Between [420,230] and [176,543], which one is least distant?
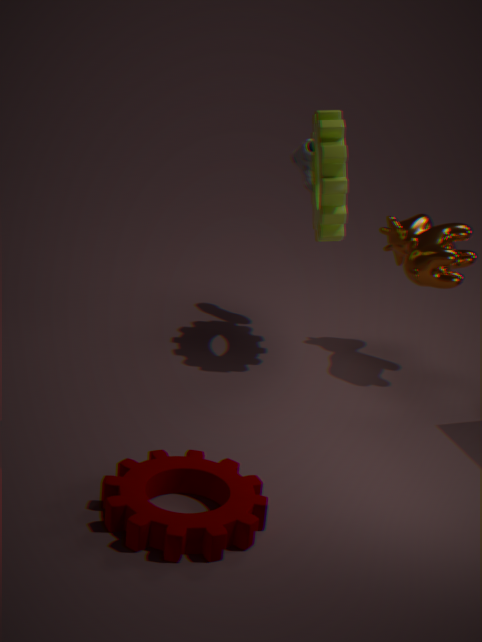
[176,543]
